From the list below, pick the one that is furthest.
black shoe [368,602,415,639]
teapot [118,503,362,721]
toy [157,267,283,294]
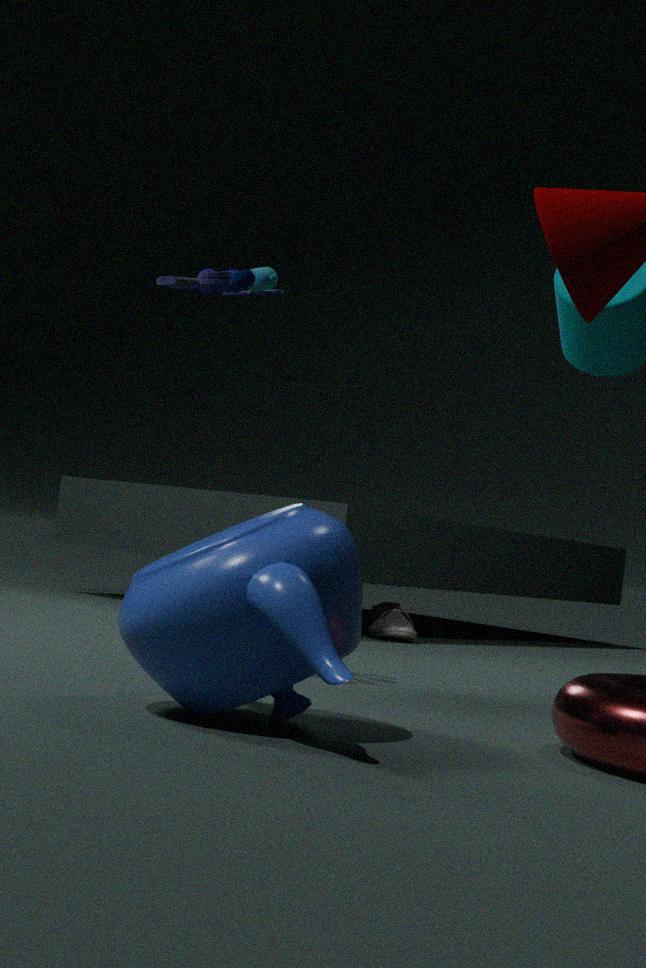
black shoe [368,602,415,639]
